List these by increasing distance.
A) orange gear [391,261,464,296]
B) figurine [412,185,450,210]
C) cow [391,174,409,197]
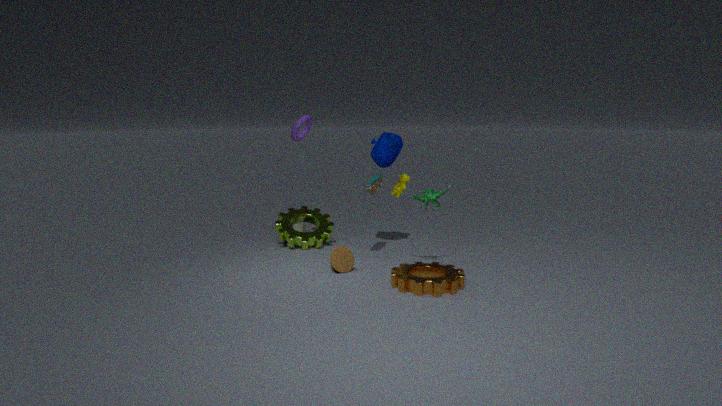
1. orange gear [391,261,464,296]
2. figurine [412,185,450,210]
3. cow [391,174,409,197]
